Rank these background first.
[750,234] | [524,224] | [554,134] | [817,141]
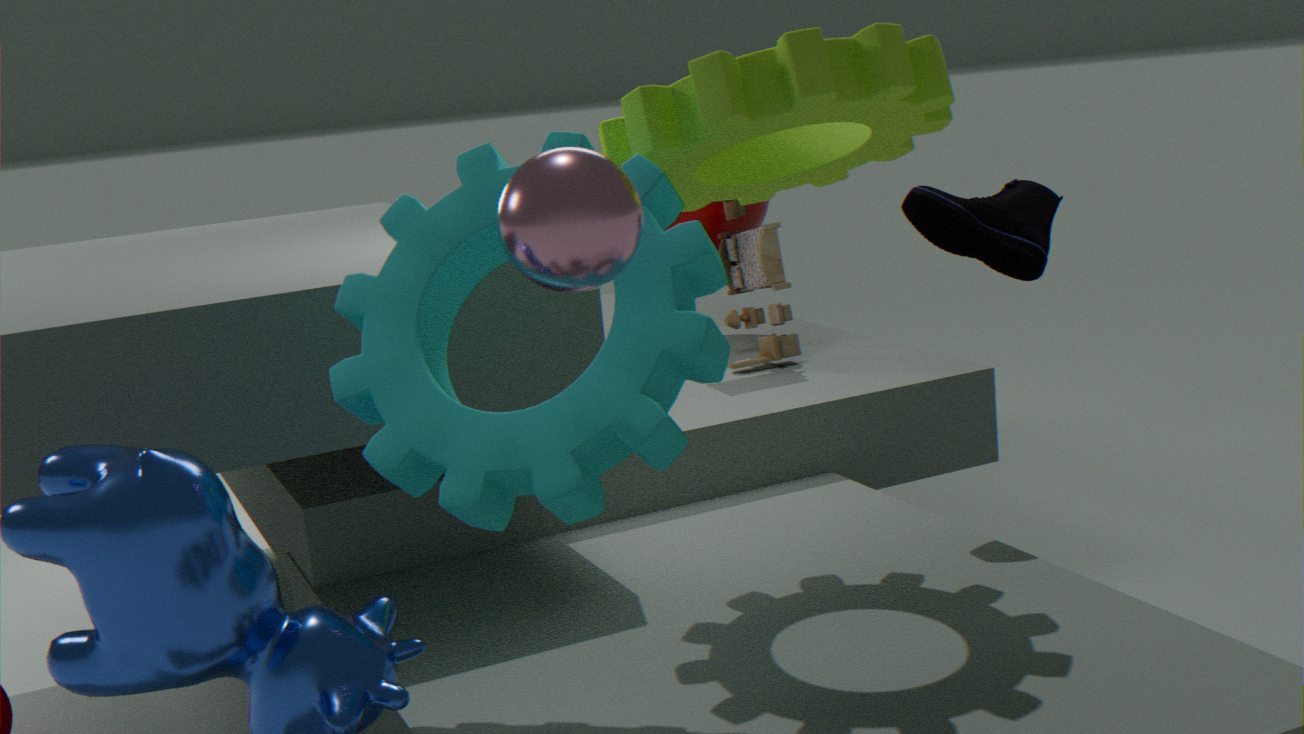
[750,234]
[817,141]
[554,134]
[524,224]
